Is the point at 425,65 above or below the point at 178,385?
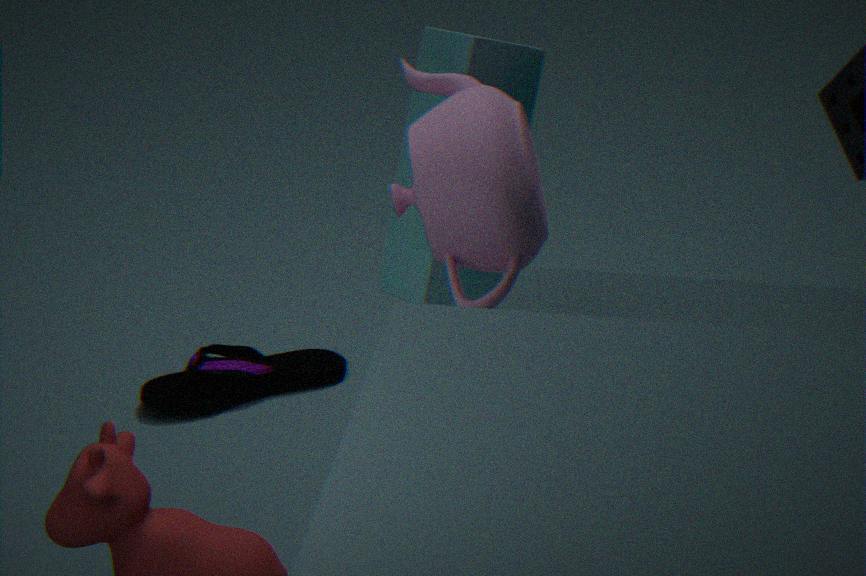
above
